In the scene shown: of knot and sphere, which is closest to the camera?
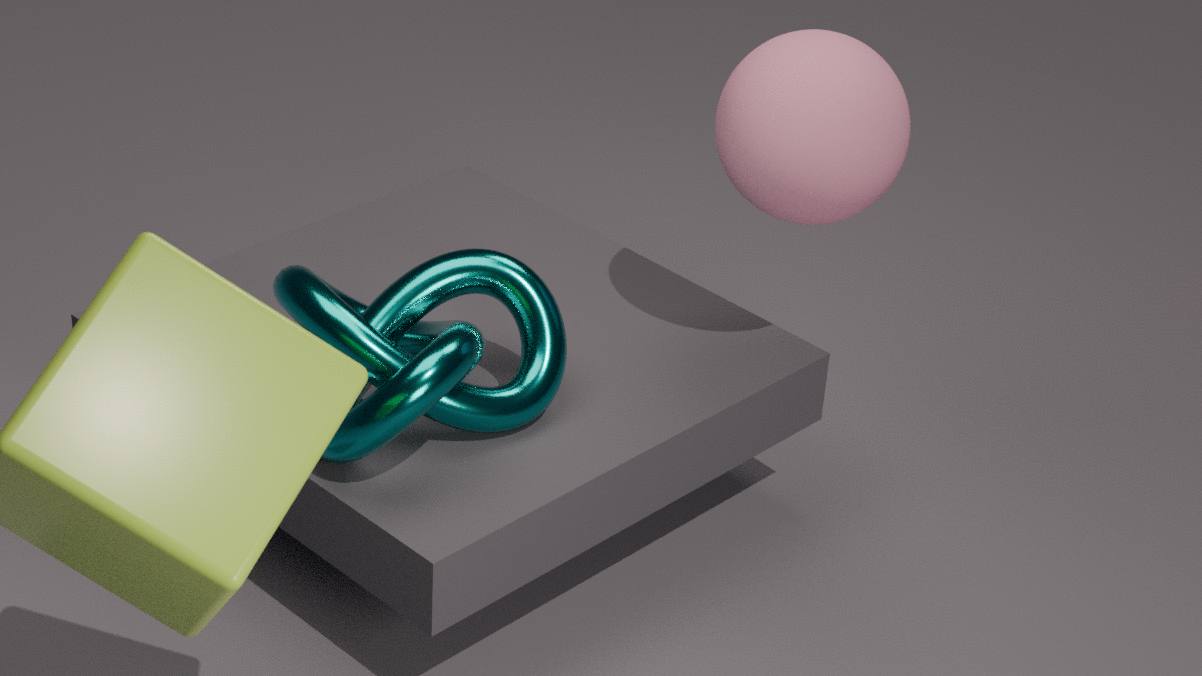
knot
